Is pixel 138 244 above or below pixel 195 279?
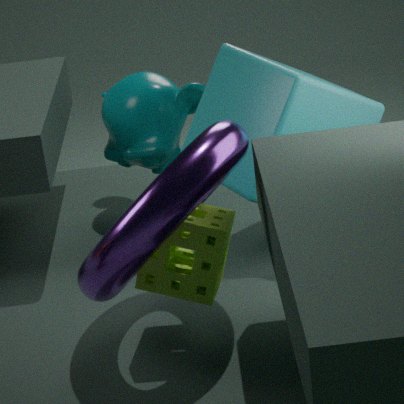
above
